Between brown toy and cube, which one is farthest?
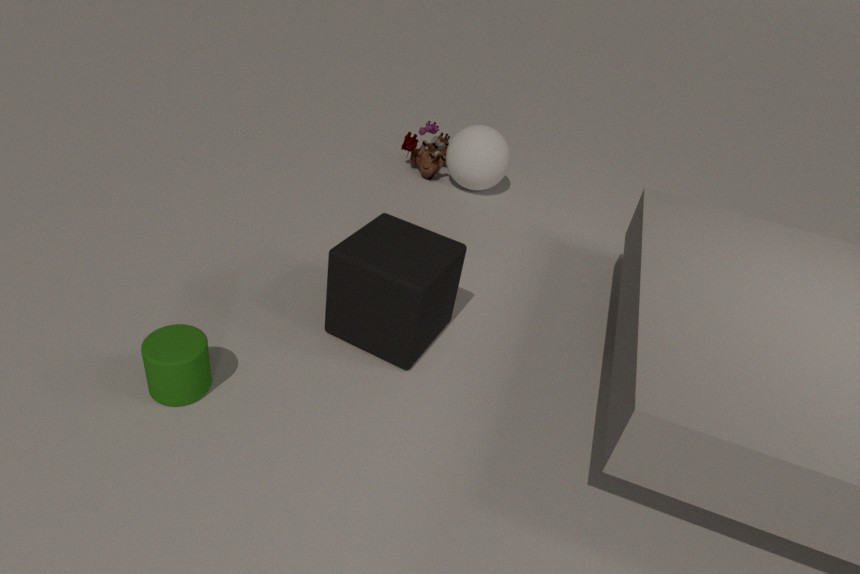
brown toy
